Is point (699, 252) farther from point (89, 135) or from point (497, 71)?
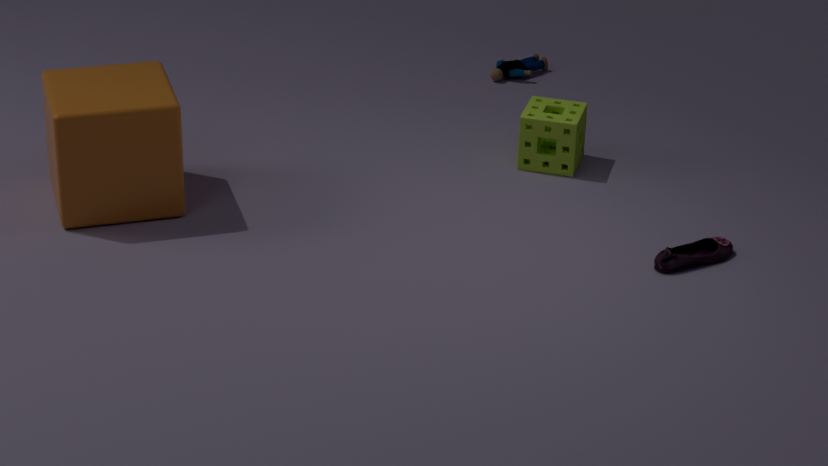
point (89, 135)
